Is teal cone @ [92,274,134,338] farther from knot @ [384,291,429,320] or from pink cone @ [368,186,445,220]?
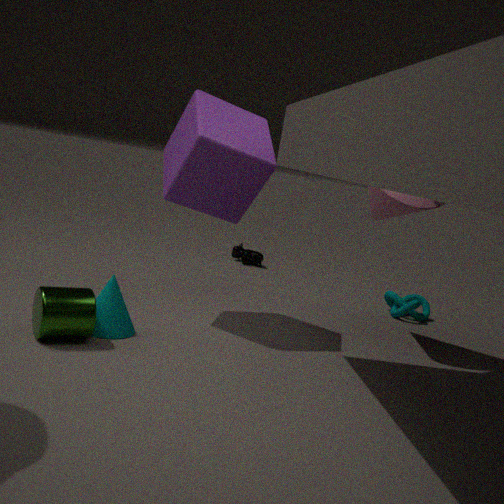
knot @ [384,291,429,320]
